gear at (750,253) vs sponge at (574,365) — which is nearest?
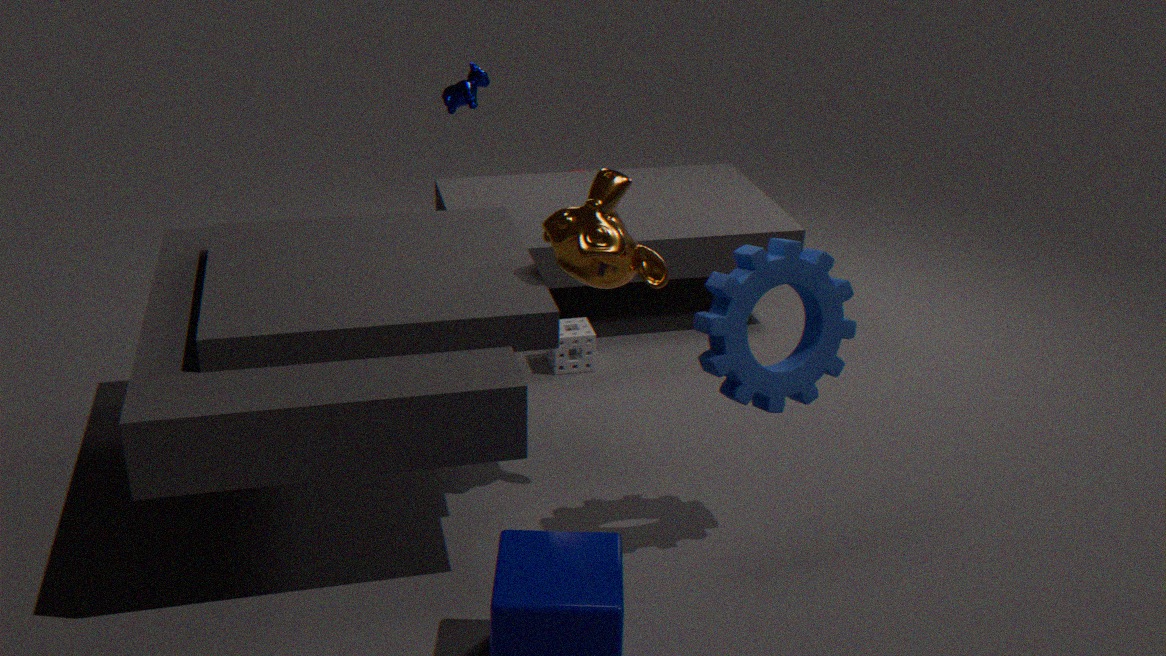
gear at (750,253)
